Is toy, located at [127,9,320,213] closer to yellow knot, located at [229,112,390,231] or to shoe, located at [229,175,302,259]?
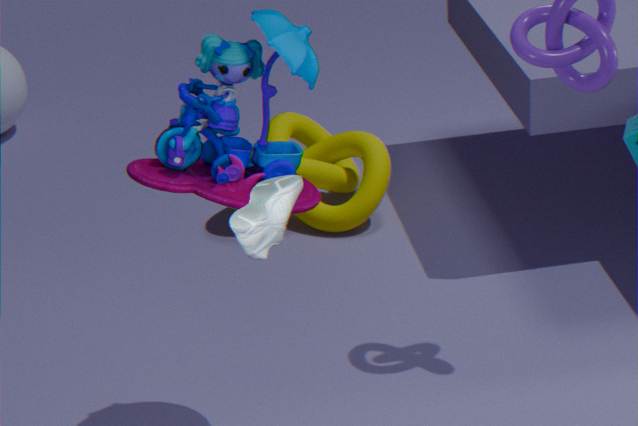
shoe, located at [229,175,302,259]
